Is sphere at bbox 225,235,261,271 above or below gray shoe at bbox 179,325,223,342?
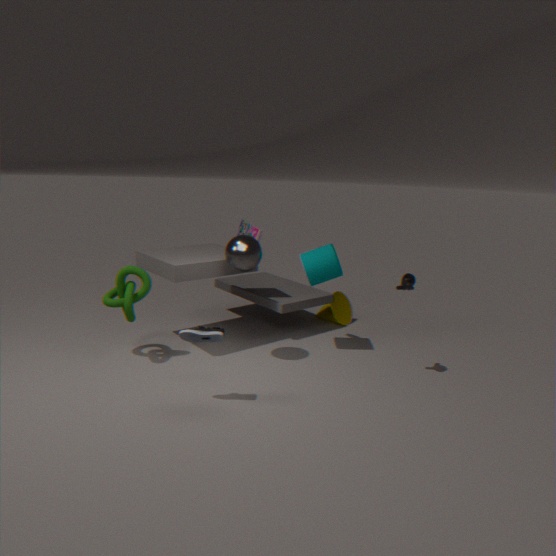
above
